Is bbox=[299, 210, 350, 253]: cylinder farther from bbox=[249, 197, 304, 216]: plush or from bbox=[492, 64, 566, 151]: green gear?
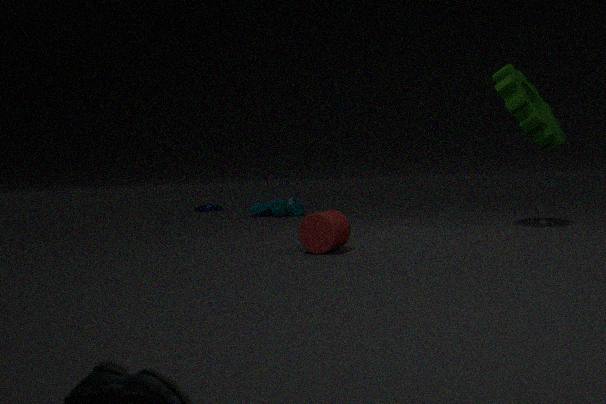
bbox=[249, 197, 304, 216]: plush
